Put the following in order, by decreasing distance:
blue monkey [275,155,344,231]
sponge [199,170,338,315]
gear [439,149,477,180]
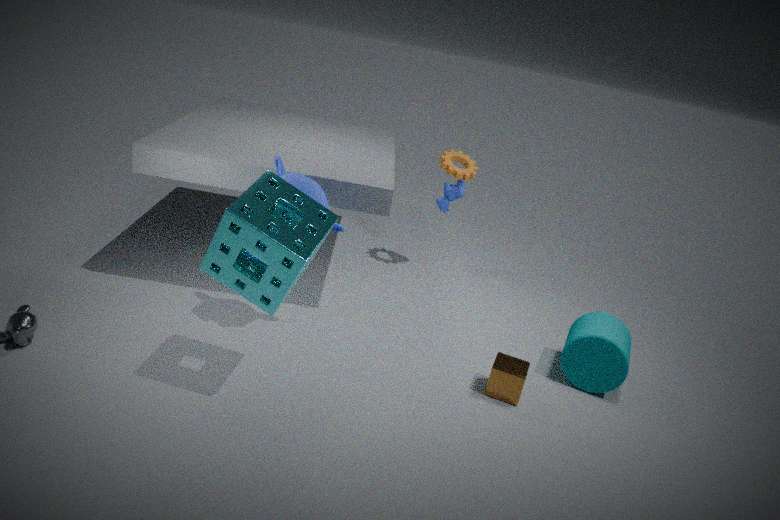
1. gear [439,149,477,180]
2. blue monkey [275,155,344,231]
3. sponge [199,170,338,315]
